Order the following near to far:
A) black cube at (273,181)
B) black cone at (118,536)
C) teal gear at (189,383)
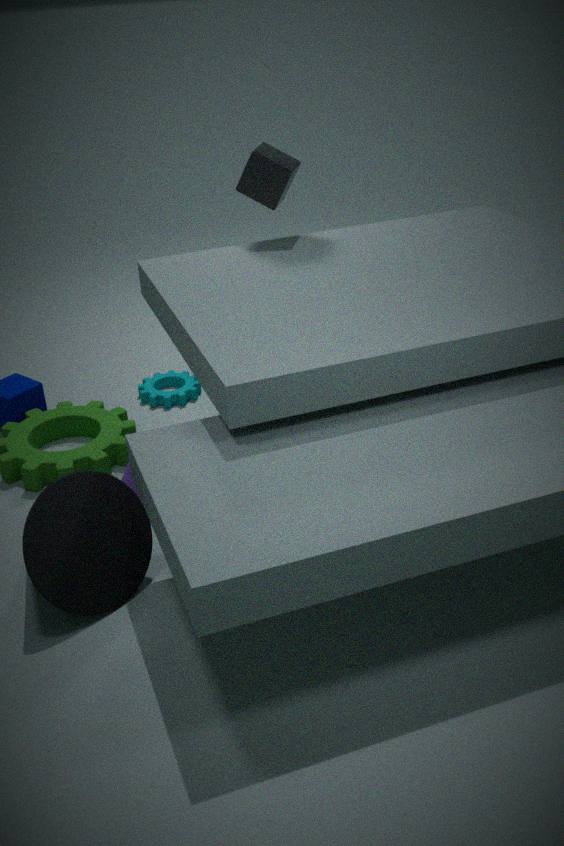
black cone at (118,536)
black cube at (273,181)
teal gear at (189,383)
